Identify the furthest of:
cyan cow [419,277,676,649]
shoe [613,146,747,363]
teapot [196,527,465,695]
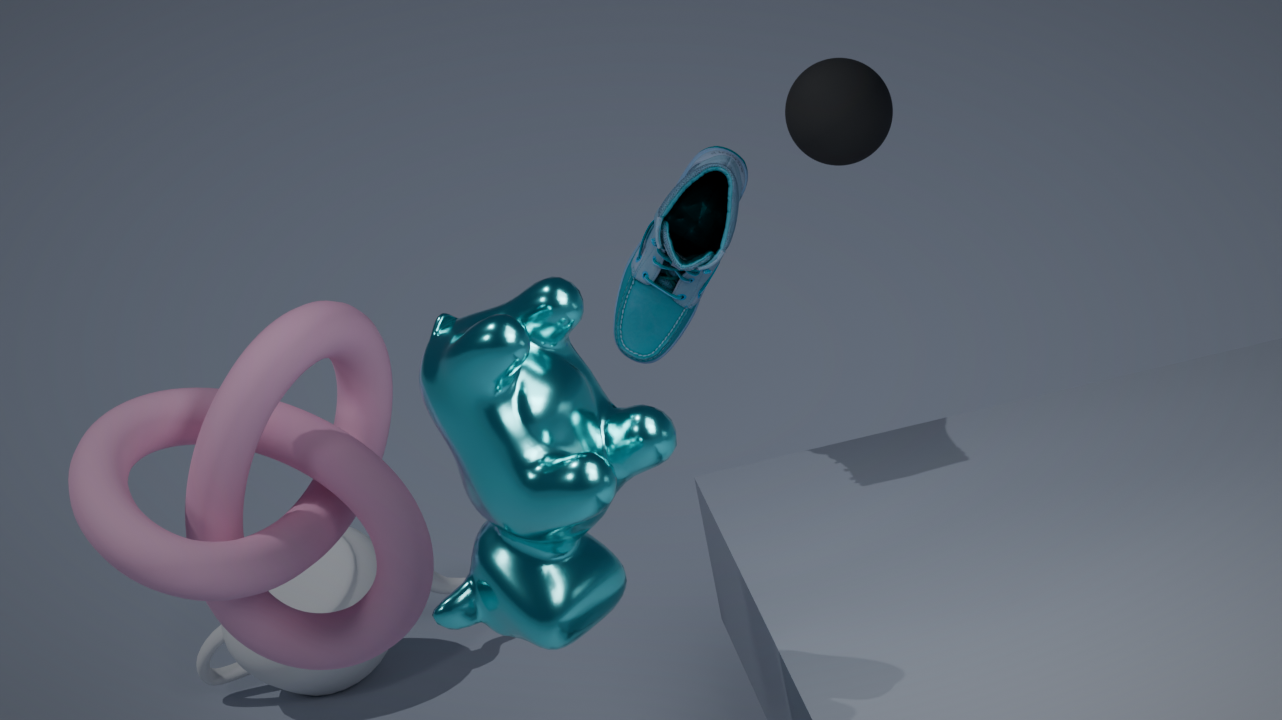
teapot [196,527,465,695]
